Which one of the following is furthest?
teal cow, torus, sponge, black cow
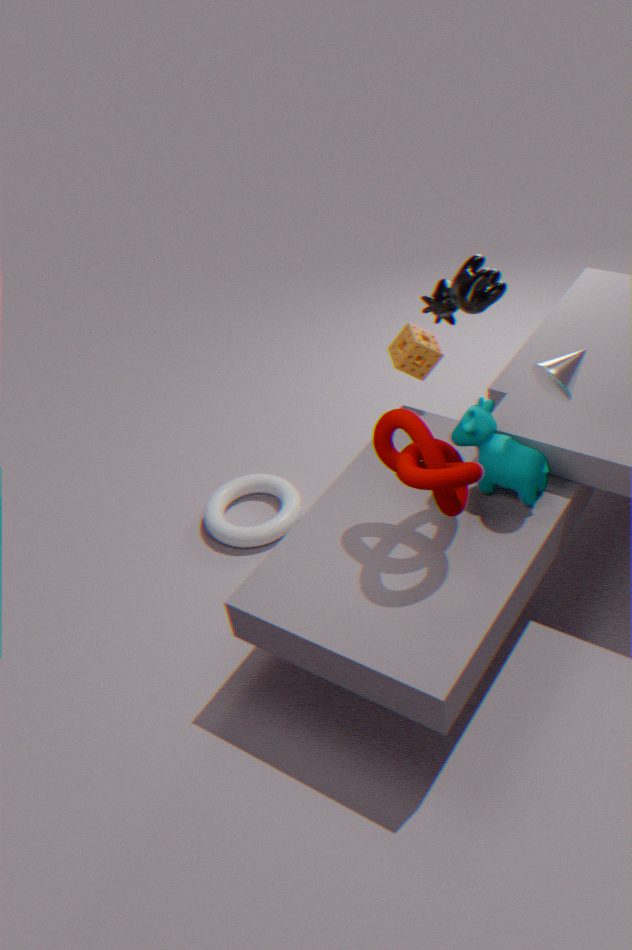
torus
